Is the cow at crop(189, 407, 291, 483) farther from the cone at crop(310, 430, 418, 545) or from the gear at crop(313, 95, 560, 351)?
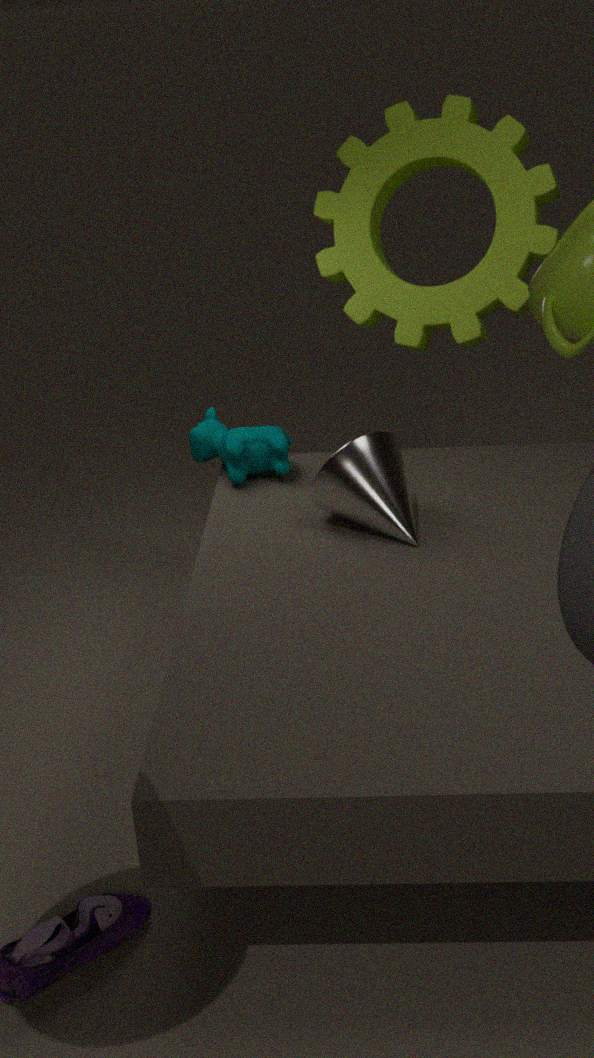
the gear at crop(313, 95, 560, 351)
